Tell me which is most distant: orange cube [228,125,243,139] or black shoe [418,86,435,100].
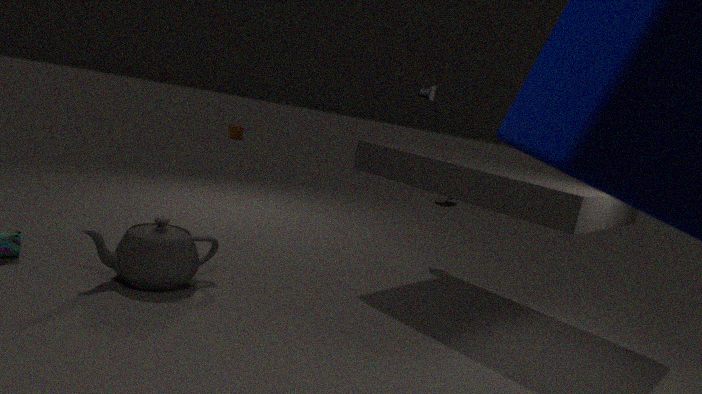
orange cube [228,125,243,139]
